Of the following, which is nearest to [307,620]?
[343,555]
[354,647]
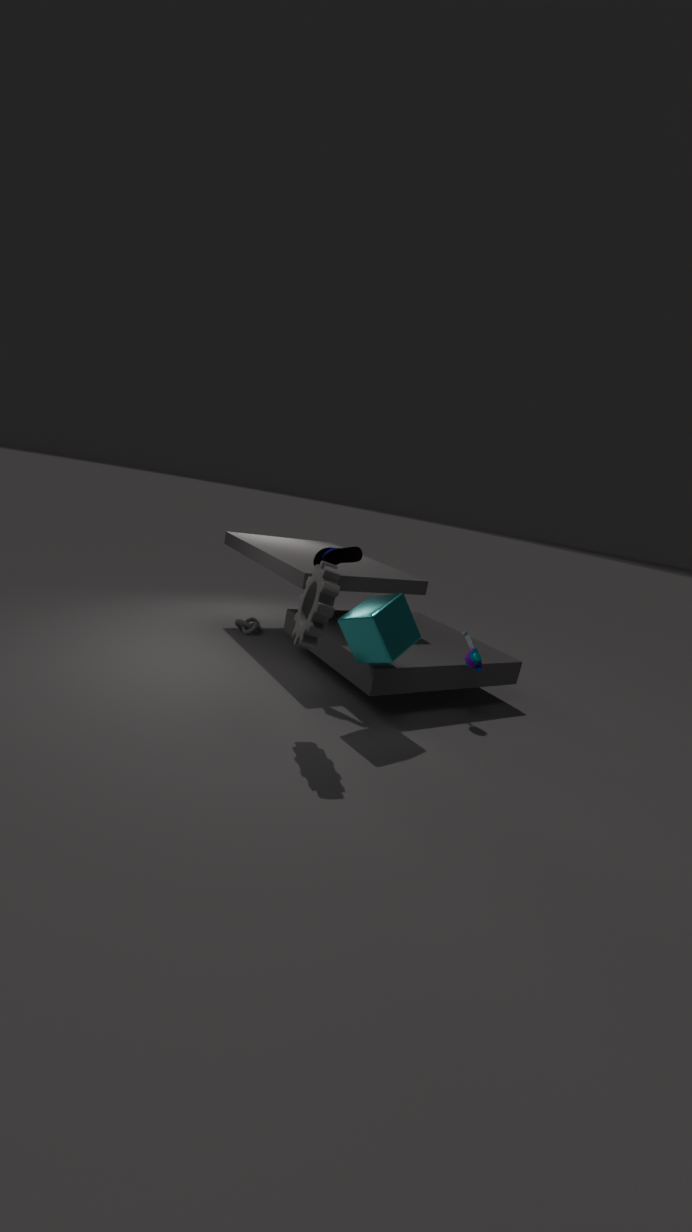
[354,647]
